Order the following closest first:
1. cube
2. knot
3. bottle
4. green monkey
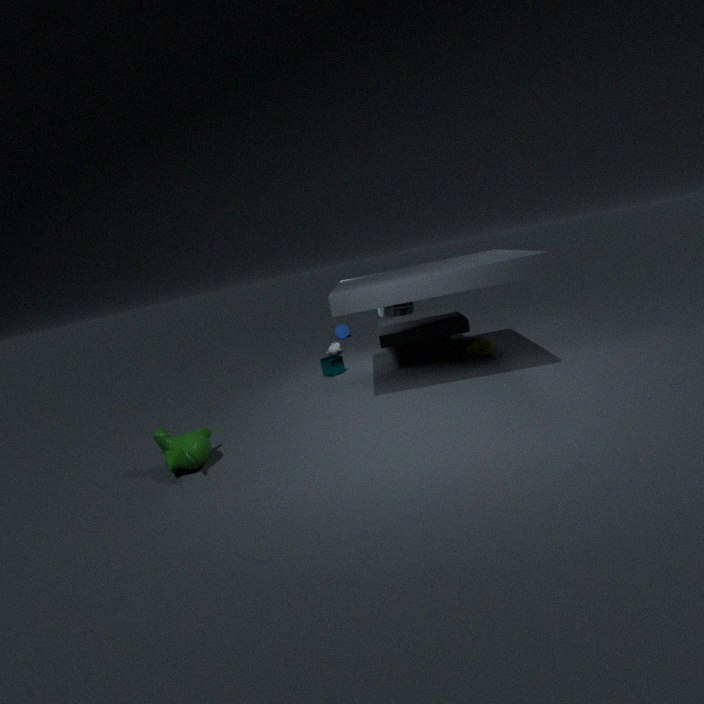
green monkey → knot → bottle → cube
